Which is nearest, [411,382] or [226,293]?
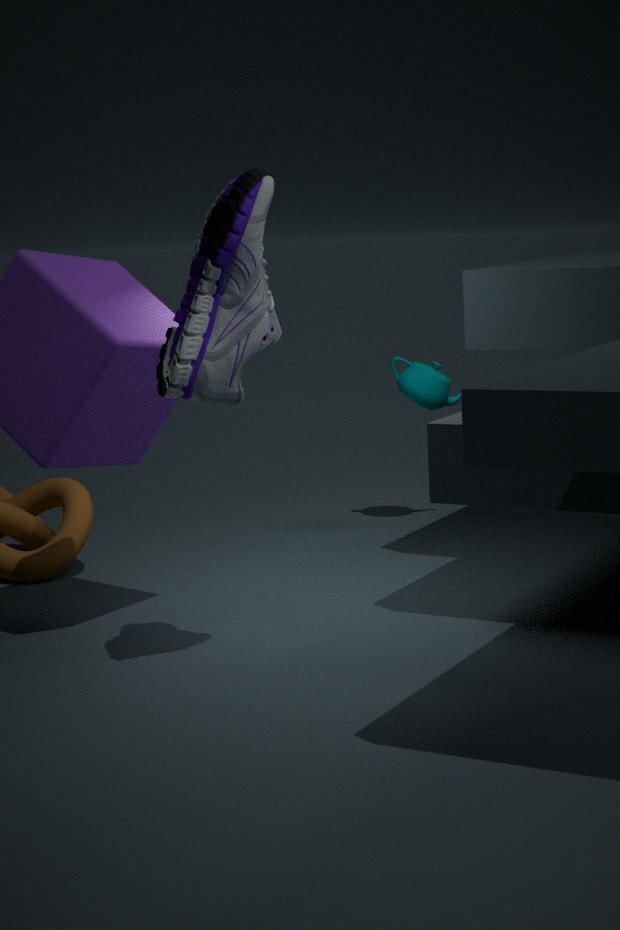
[226,293]
